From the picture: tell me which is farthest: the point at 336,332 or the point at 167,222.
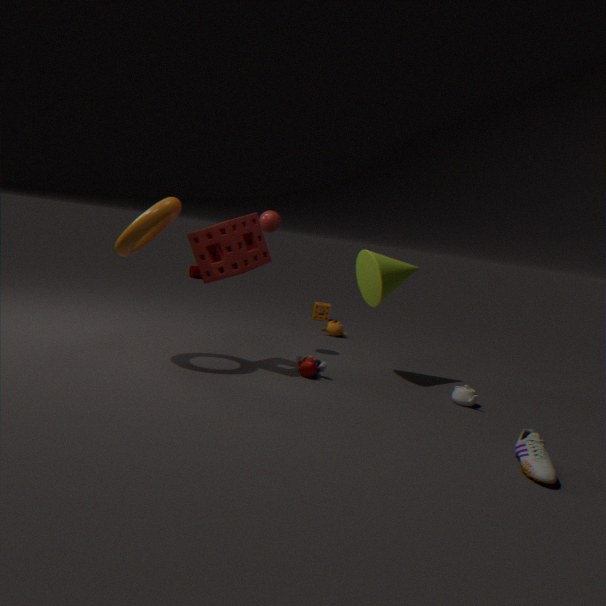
the point at 336,332
